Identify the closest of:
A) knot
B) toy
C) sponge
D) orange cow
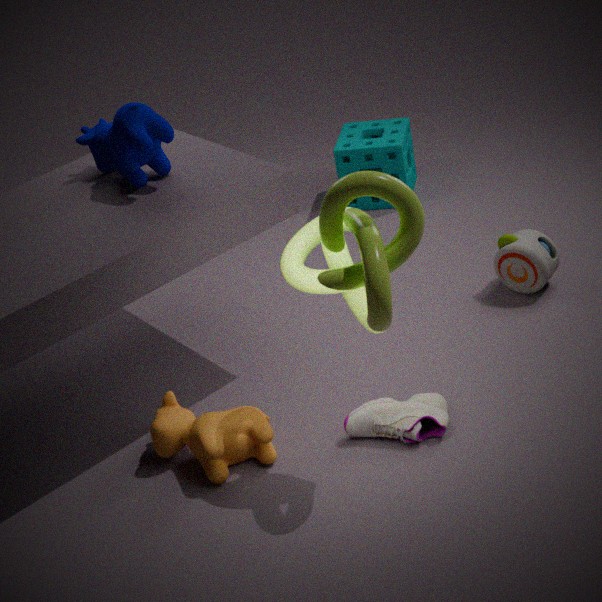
knot
